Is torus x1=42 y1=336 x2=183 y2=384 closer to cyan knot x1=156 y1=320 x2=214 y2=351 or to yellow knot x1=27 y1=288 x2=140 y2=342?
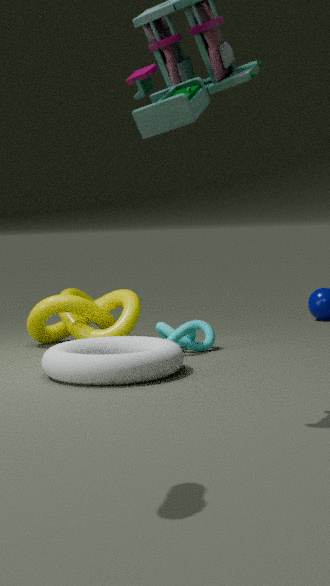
cyan knot x1=156 y1=320 x2=214 y2=351
